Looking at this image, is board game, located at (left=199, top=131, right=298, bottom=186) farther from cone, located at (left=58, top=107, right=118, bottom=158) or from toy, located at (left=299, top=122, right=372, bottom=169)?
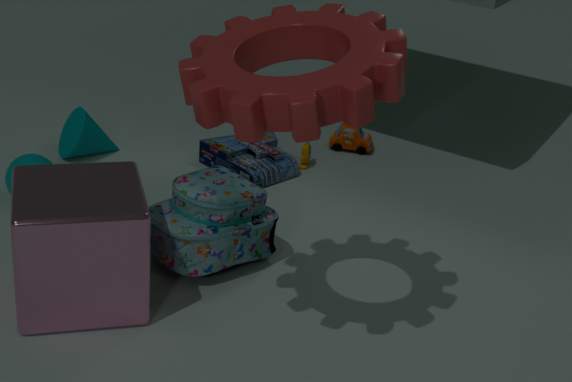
cone, located at (left=58, top=107, right=118, bottom=158)
